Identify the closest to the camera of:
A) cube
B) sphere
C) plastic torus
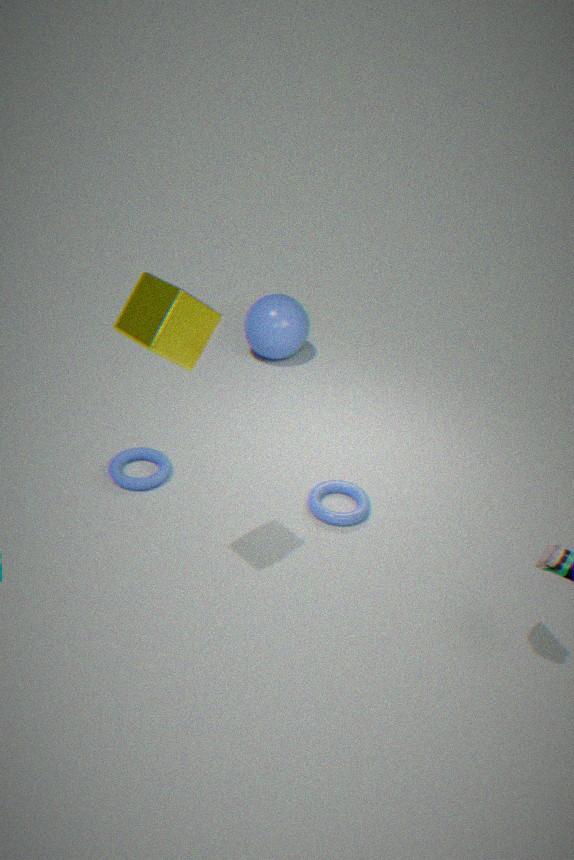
cube
